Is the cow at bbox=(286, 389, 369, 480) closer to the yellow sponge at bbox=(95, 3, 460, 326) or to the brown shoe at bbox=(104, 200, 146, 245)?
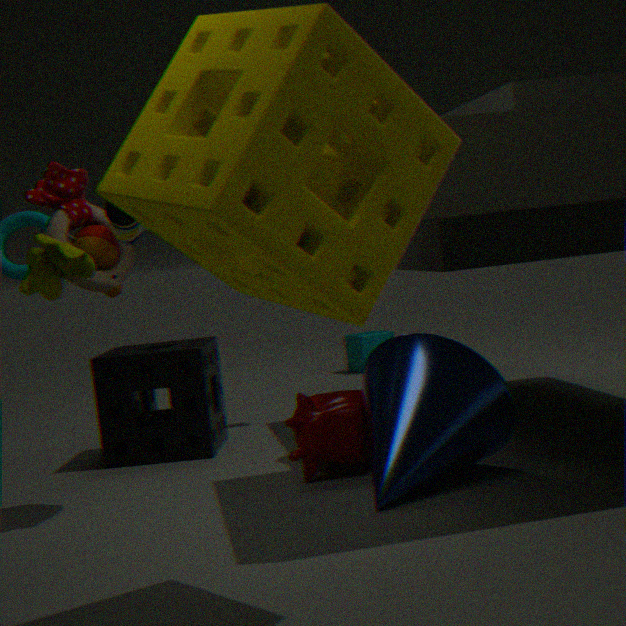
the brown shoe at bbox=(104, 200, 146, 245)
